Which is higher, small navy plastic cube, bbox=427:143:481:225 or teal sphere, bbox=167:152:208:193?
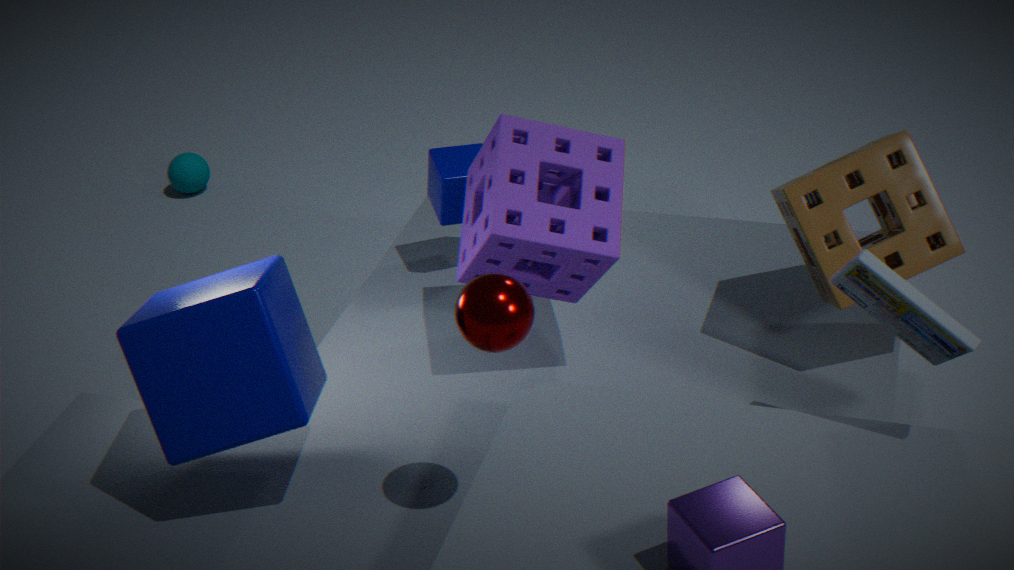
small navy plastic cube, bbox=427:143:481:225
